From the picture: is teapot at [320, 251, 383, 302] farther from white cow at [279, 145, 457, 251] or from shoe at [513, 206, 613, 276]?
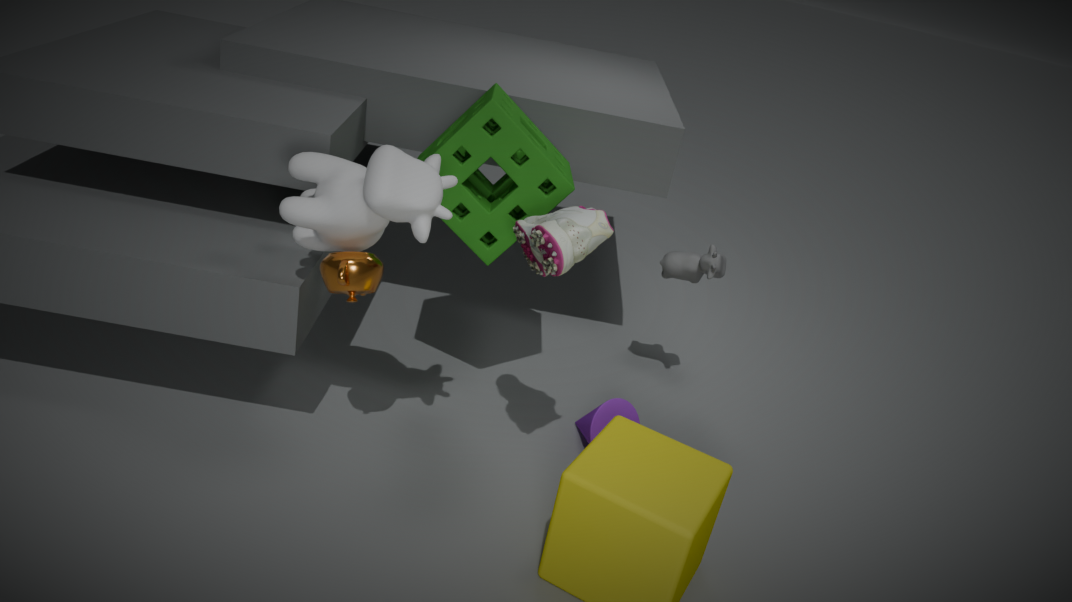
shoe at [513, 206, 613, 276]
